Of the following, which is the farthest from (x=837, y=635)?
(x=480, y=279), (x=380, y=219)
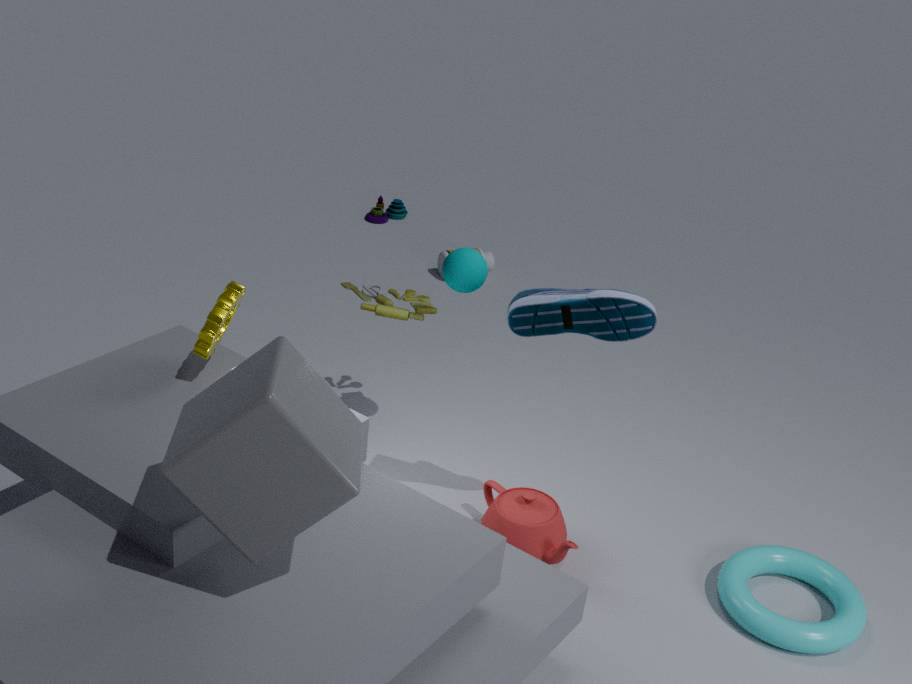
(x=380, y=219)
